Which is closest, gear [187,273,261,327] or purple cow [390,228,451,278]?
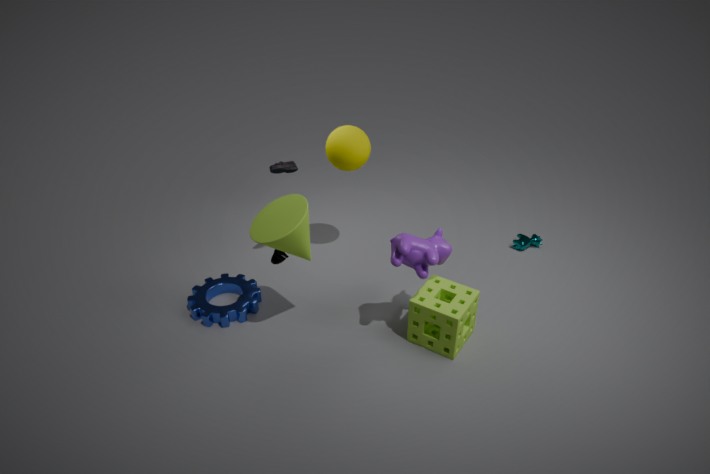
purple cow [390,228,451,278]
